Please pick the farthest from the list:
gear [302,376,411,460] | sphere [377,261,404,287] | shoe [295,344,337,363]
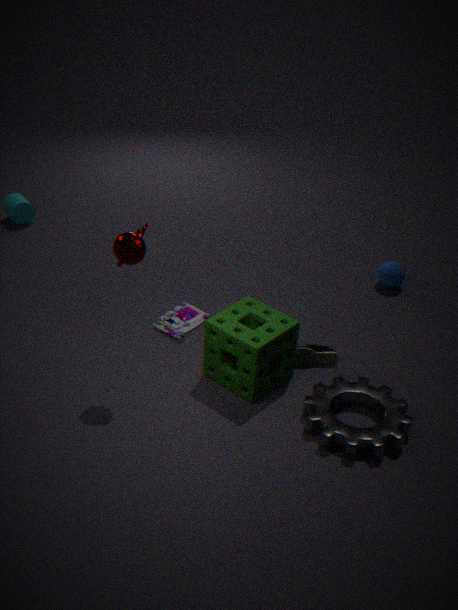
sphere [377,261,404,287]
